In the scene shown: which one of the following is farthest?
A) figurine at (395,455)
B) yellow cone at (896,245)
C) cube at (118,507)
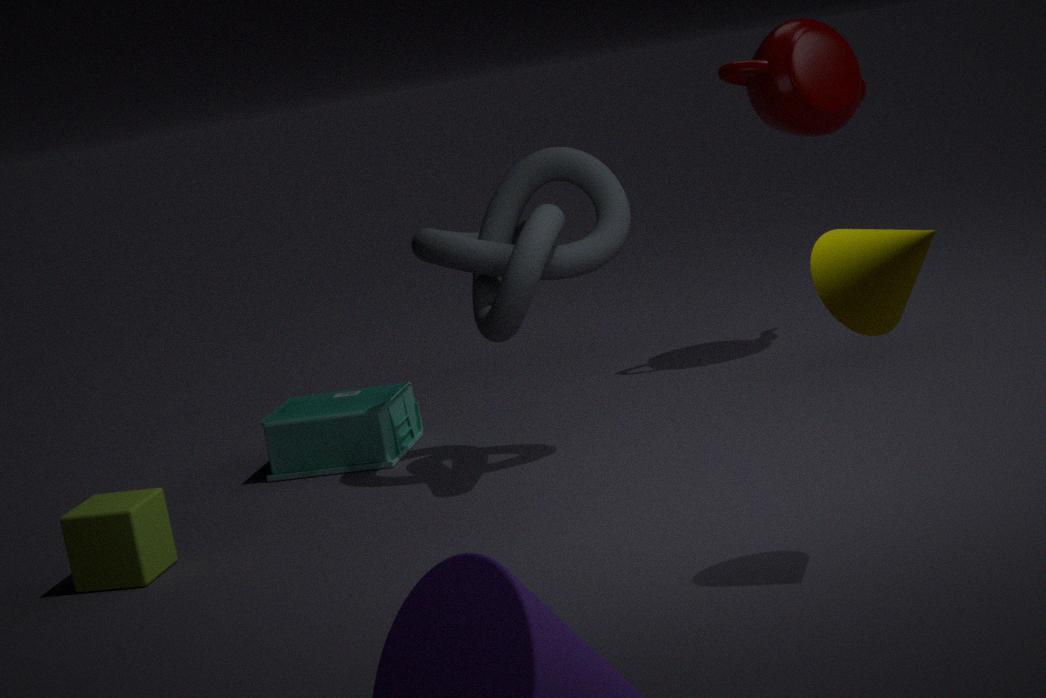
figurine at (395,455)
